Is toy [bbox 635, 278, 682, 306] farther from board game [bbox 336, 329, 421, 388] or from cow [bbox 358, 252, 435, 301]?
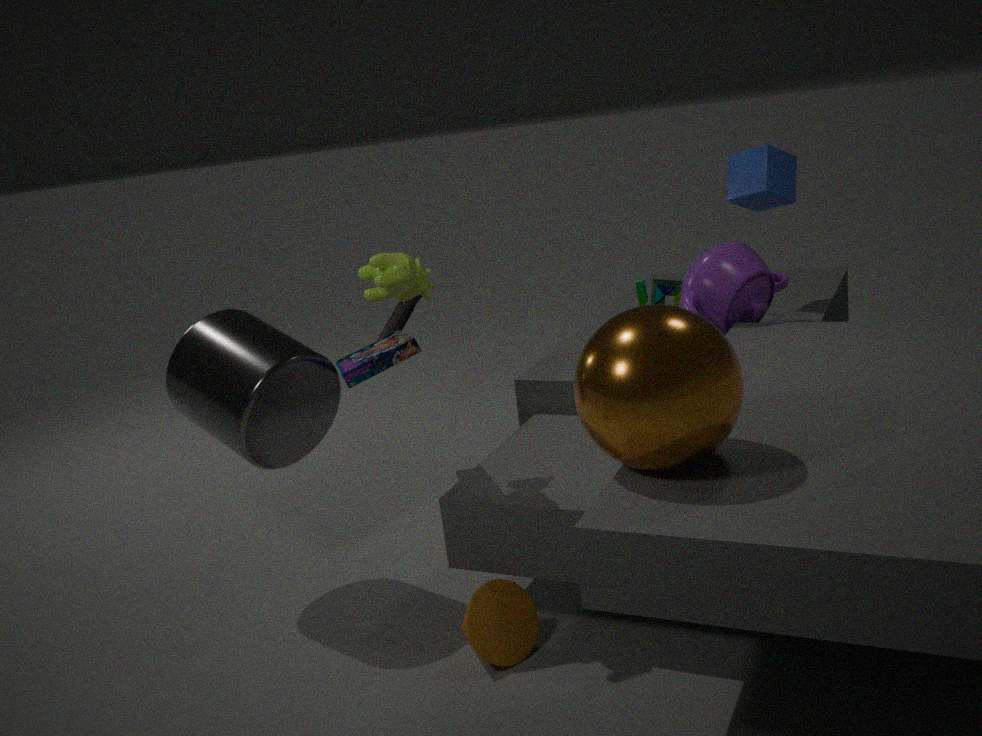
cow [bbox 358, 252, 435, 301]
